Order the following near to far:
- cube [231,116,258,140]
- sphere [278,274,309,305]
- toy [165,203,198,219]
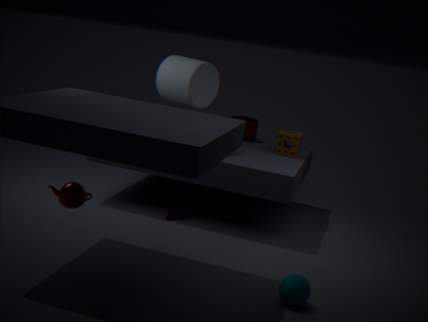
sphere [278,274,309,305] → toy [165,203,198,219] → cube [231,116,258,140]
